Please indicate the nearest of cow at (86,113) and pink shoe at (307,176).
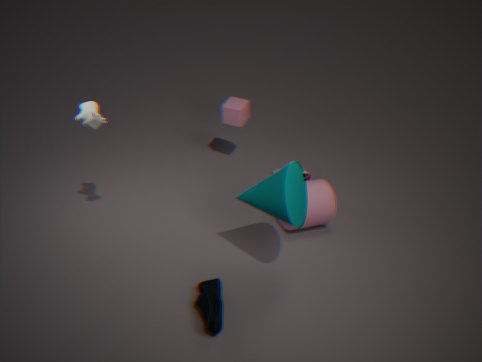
cow at (86,113)
